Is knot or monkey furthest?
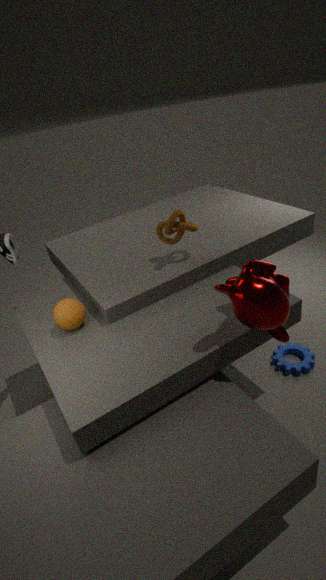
knot
